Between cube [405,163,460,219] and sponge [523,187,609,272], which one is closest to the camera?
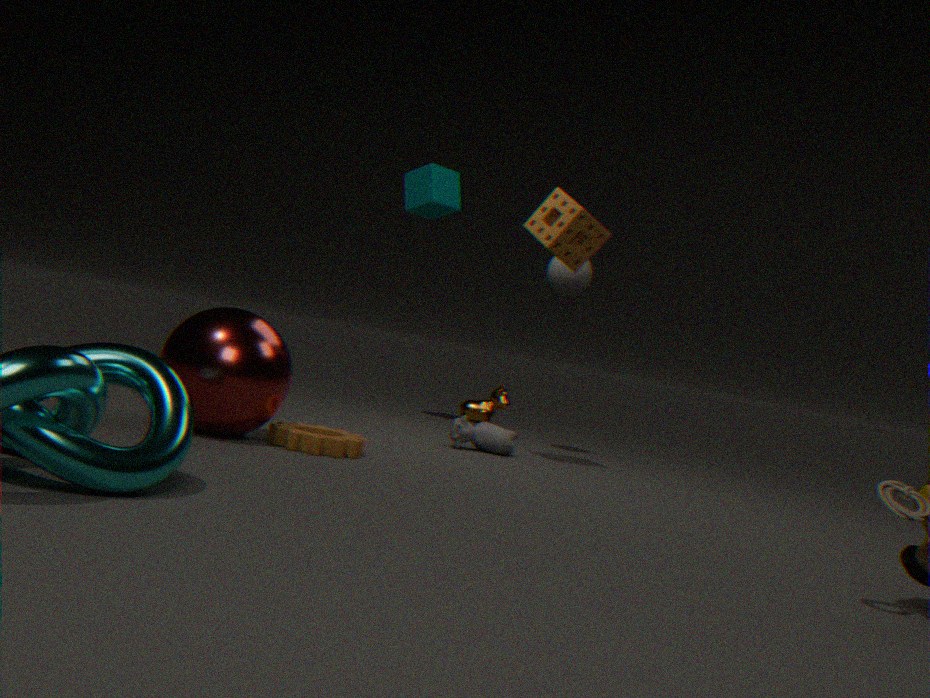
sponge [523,187,609,272]
